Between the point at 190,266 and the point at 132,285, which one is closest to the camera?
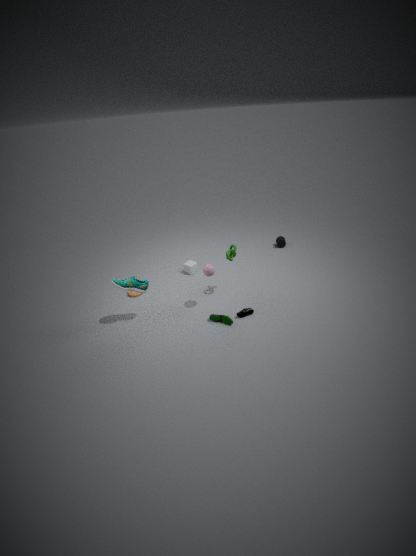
the point at 132,285
